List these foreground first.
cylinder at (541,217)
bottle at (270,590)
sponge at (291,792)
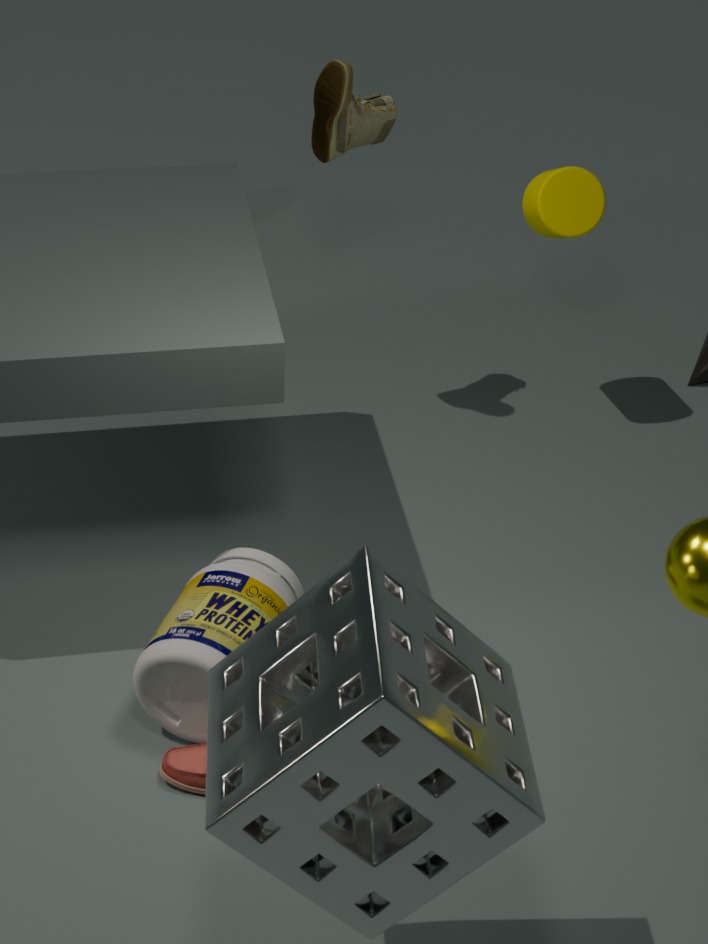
sponge at (291,792) → bottle at (270,590) → cylinder at (541,217)
